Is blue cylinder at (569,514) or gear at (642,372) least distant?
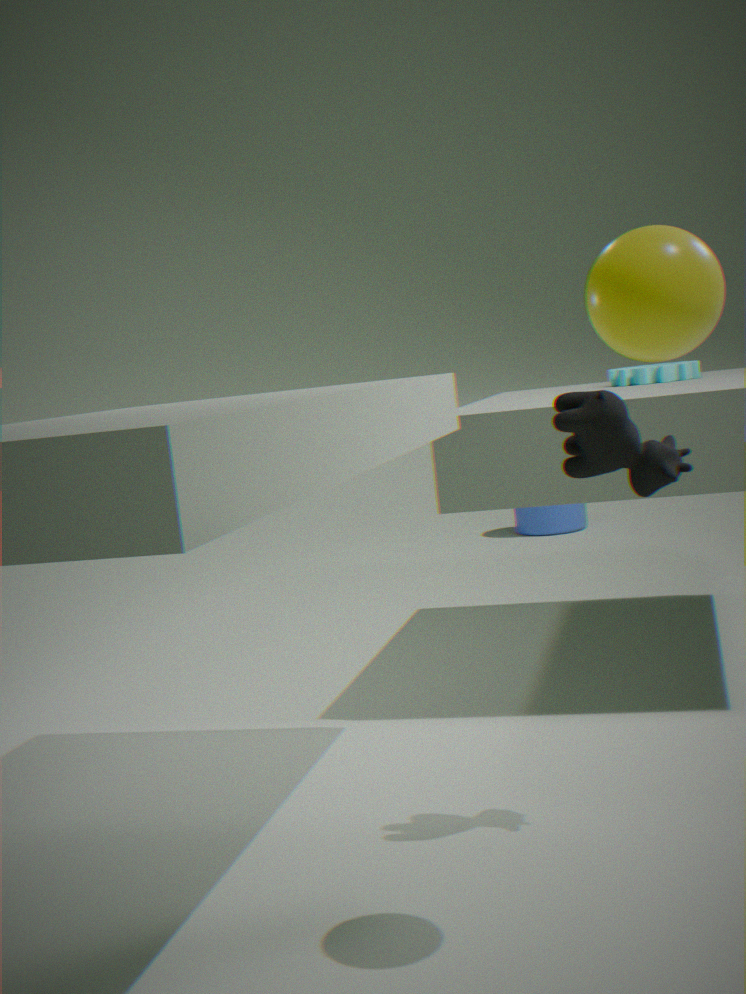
gear at (642,372)
